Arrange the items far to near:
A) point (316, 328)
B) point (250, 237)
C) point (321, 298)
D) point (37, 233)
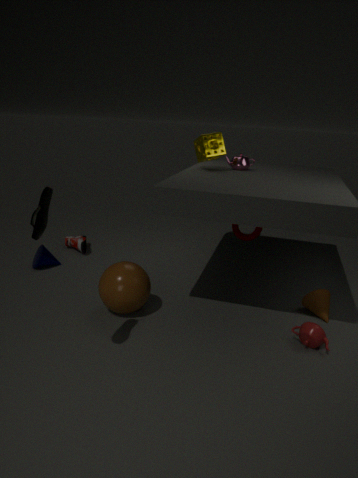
point (250, 237) → point (321, 298) → point (316, 328) → point (37, 233)
